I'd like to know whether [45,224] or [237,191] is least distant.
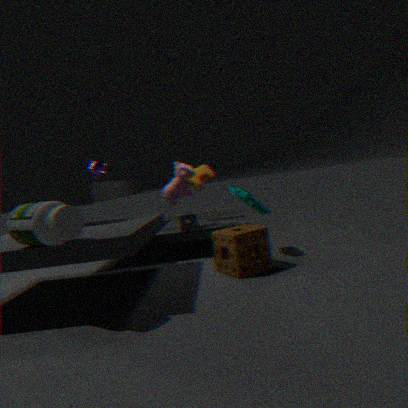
[45,224]
